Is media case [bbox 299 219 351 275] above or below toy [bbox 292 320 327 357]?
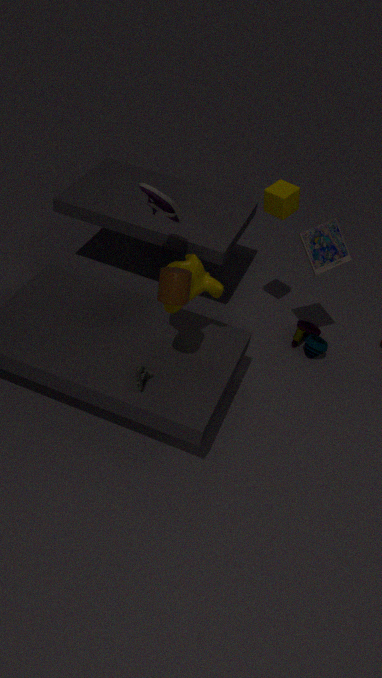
above
